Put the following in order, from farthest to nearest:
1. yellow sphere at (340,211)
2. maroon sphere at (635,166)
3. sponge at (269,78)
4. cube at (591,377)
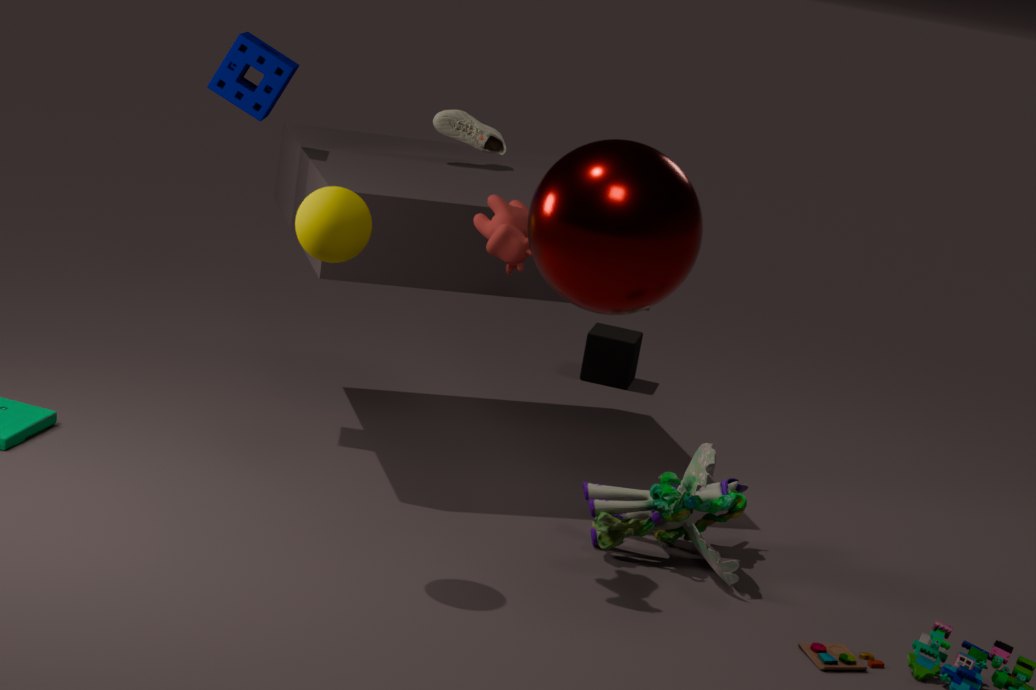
cube at (591,377)
sponge at (269,78)
yellow sphere at (340,211)
maroon sphere at (635,166)
